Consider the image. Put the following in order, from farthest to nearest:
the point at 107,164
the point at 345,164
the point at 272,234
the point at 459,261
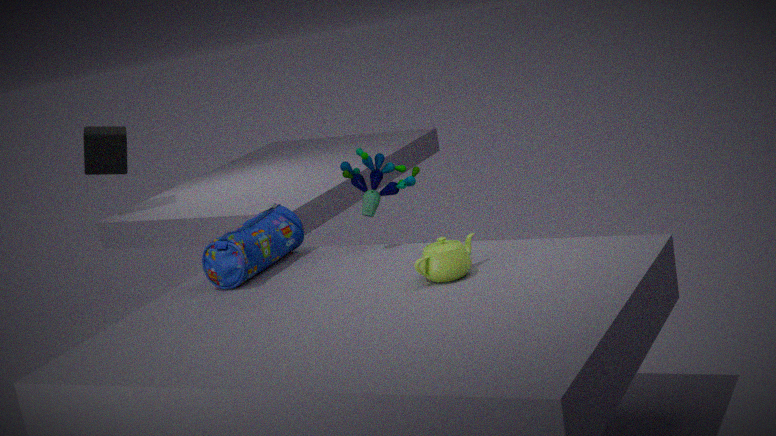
the point at 107,164 < the point at 345,164 < the point at 272,234 < the point at 459,261
